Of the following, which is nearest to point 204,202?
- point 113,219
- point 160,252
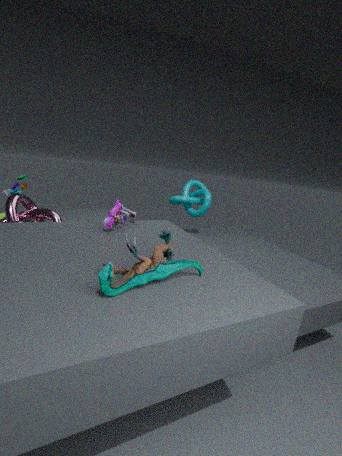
point 113,219
